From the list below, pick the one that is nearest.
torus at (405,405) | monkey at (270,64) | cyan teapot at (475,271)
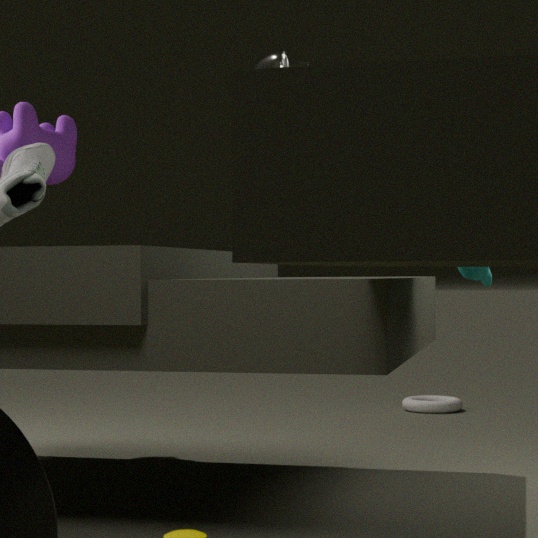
cyan teapot at (475,271)
